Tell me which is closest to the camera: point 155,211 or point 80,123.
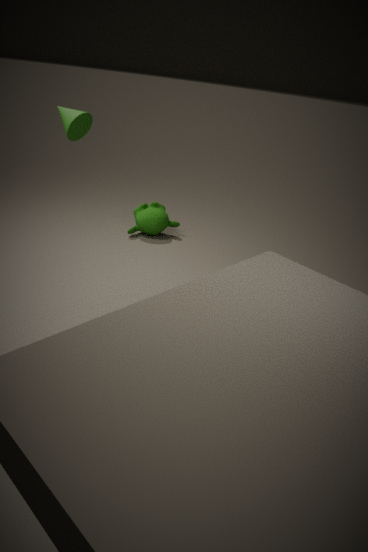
point 80,123
